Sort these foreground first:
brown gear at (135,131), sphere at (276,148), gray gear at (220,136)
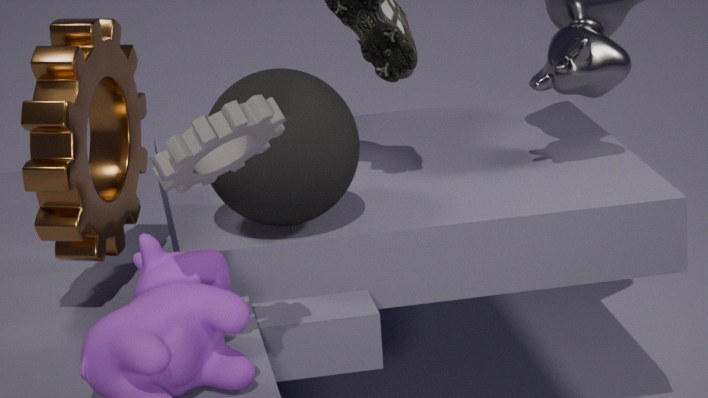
gray gear at (220,136) < brown gear at (135,131) < sphere at (276,148)
